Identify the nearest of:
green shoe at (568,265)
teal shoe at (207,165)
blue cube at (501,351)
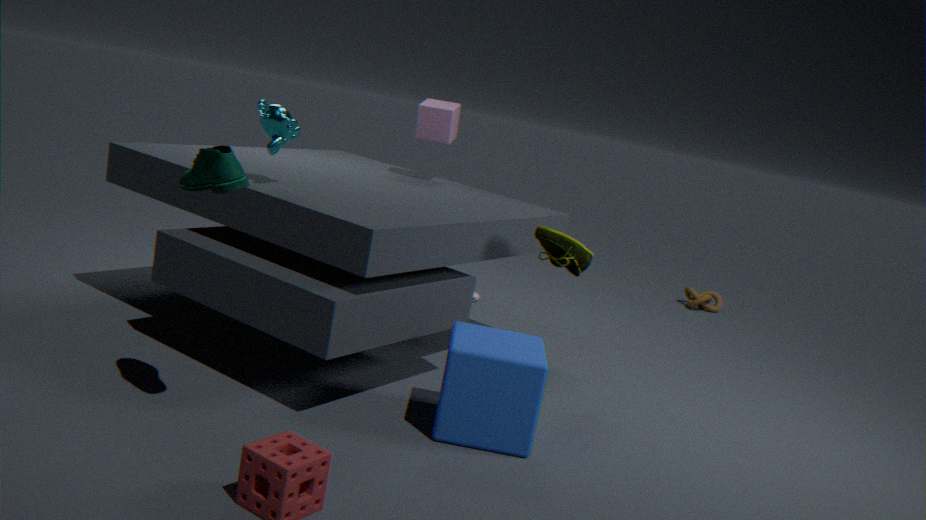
teal shoe at (207,165)
